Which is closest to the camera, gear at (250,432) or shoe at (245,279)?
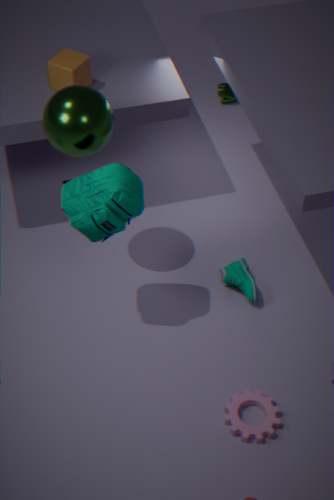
gear at (250,432)
